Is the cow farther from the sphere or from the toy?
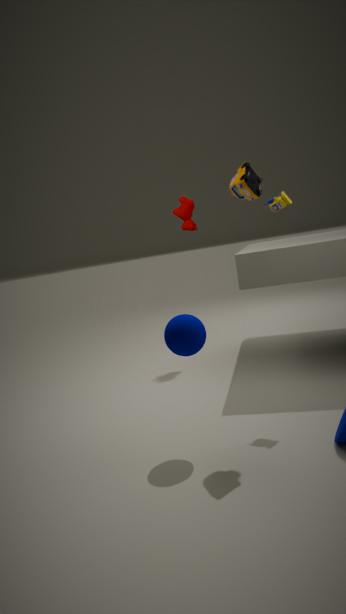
the sphere
